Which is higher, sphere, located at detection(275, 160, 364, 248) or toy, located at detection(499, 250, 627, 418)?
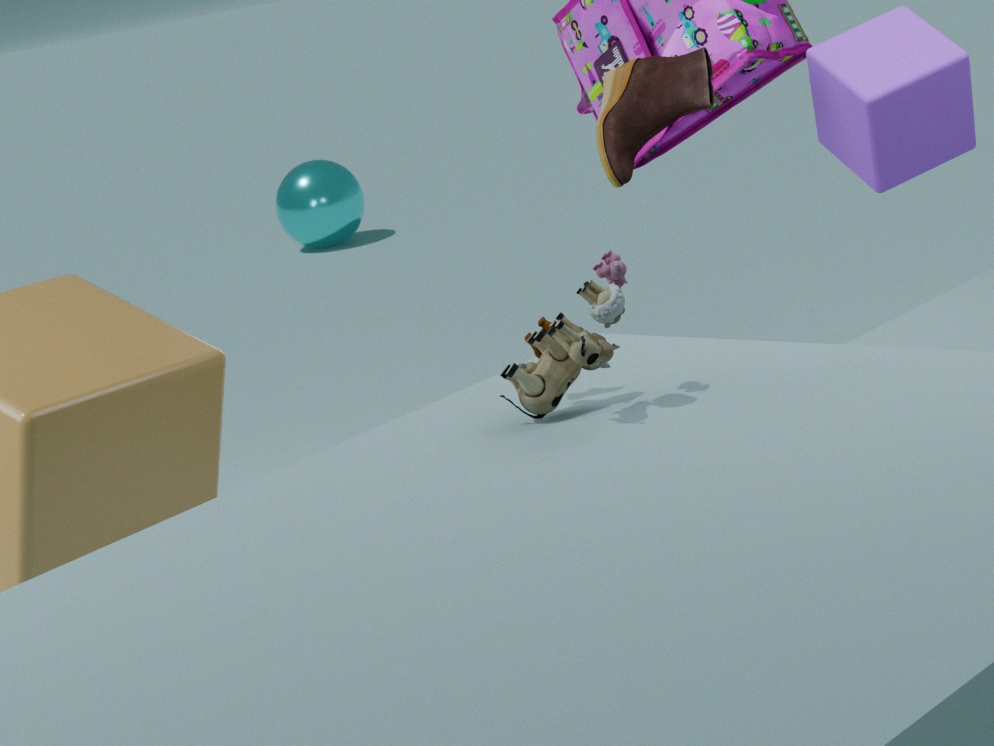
toy, located at detection(499, 250, 627, 418)
